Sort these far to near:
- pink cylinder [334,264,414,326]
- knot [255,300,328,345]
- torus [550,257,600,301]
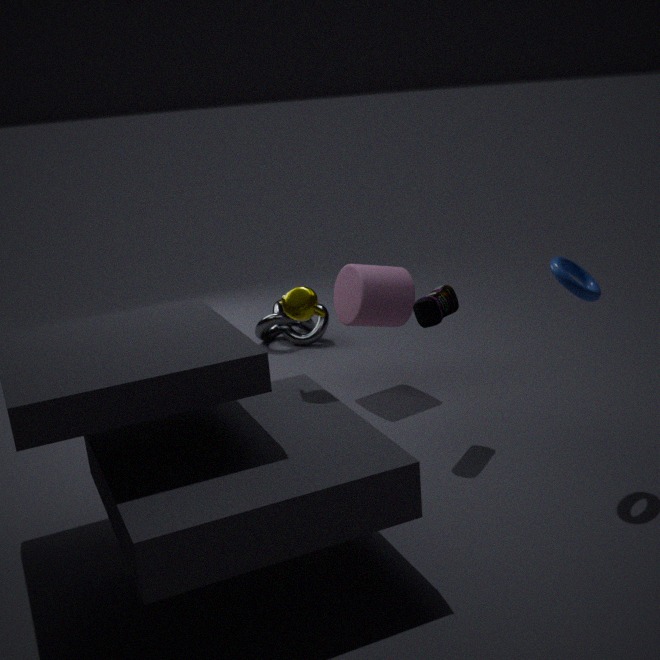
knot [255,300,328,345], pink cylinder [334,264,414,326], torus [550,257,600,301]
